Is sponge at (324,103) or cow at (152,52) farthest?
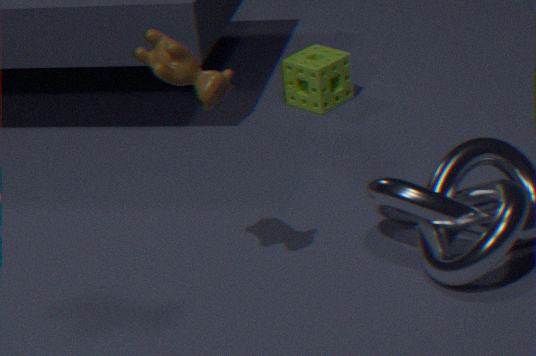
sponge at (324,103)
